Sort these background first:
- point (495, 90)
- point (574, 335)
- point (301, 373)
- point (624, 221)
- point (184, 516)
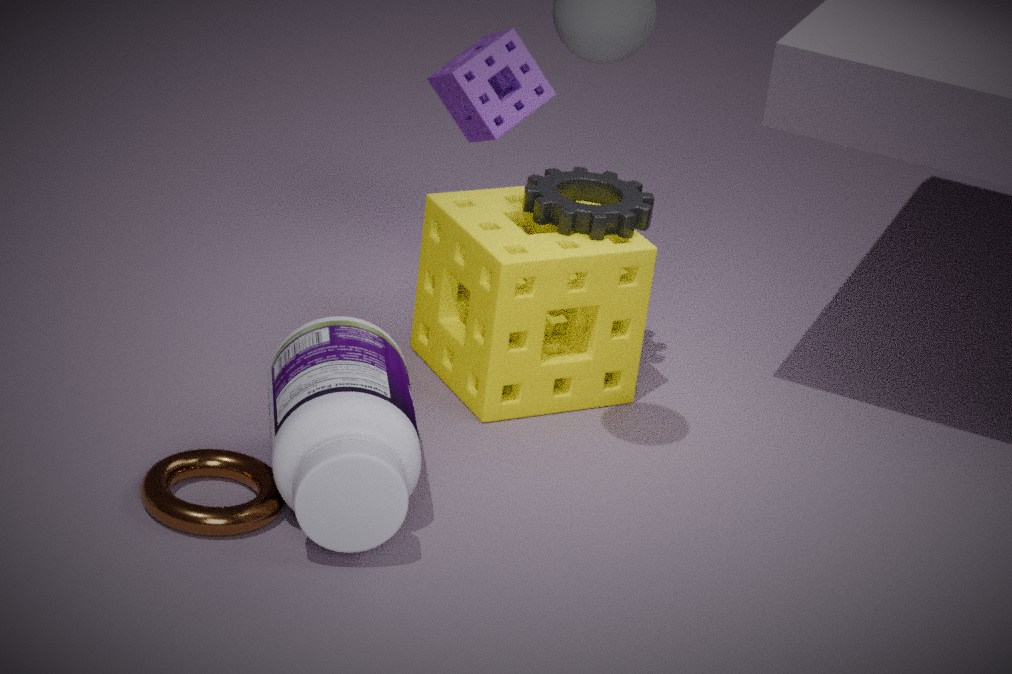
point (495, 90)
point (574, 335)
point (624, 221)
point (301, 373)
point (184, 516)
